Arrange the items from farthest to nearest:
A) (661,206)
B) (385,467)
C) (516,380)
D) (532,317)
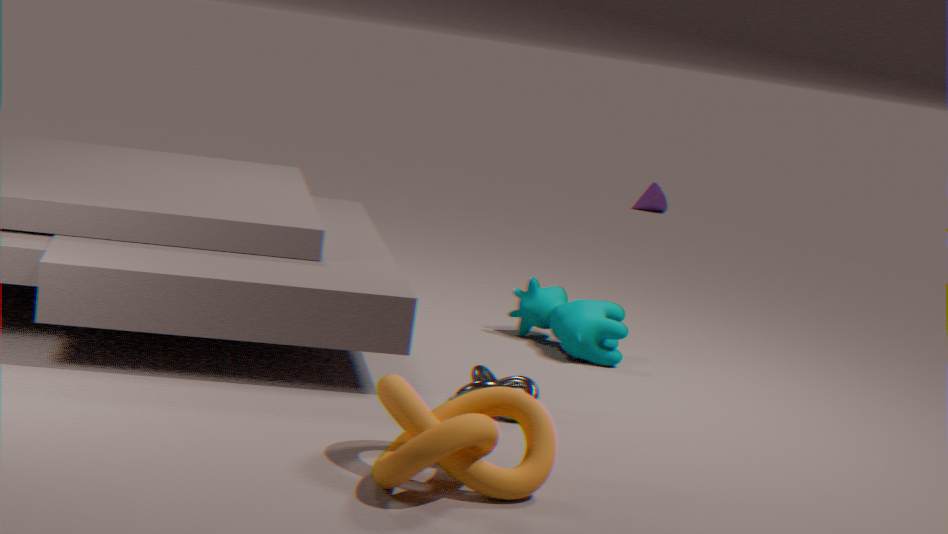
1. (661,206)
2. (532,317)
3. (516,380)
4. (385,467)
